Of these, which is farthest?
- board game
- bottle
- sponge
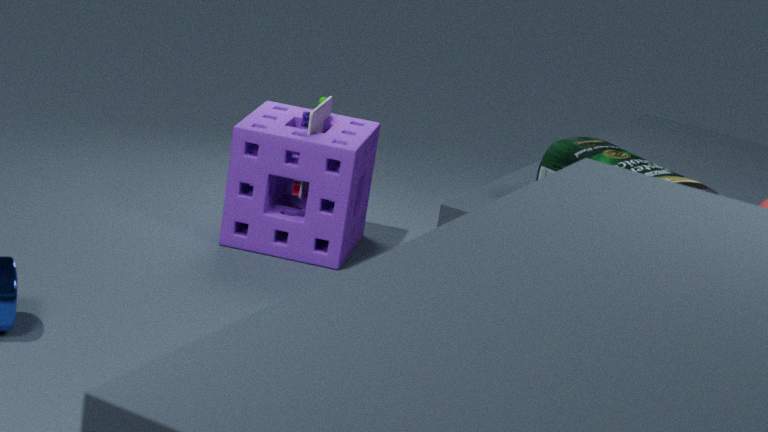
board game
